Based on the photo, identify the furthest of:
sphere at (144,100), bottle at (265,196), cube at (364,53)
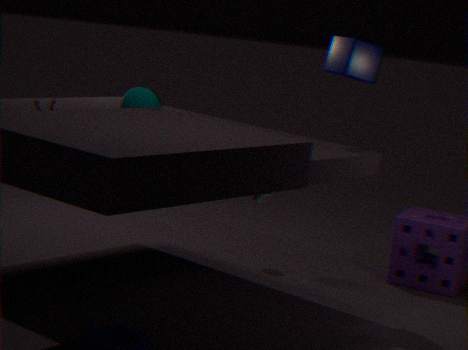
bottle at (265,196)
